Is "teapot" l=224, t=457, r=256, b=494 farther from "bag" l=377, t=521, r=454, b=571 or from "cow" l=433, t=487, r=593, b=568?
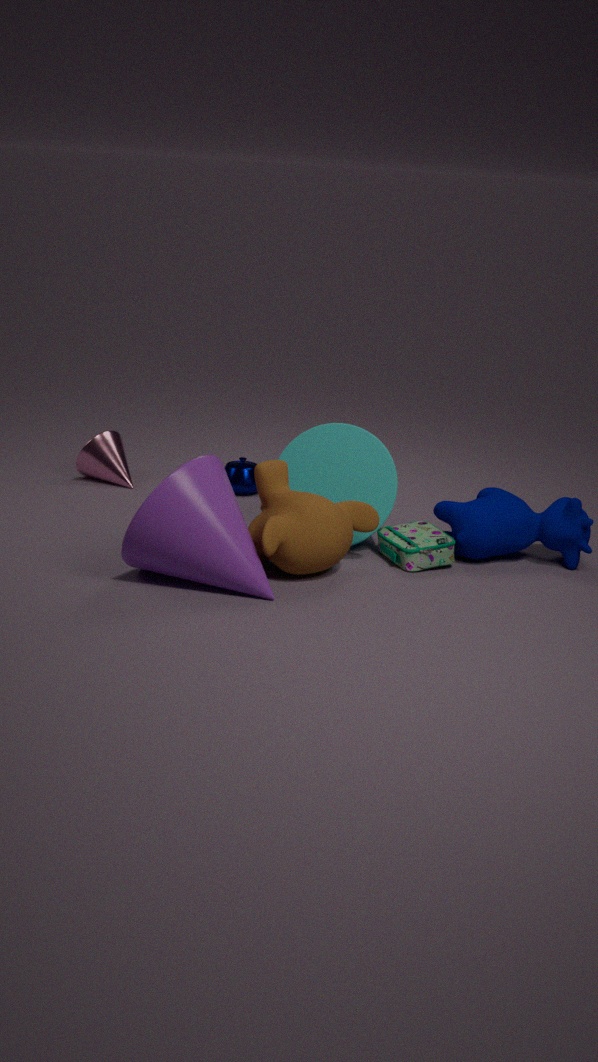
"cow" l=433, t=487, r=593, b=568
